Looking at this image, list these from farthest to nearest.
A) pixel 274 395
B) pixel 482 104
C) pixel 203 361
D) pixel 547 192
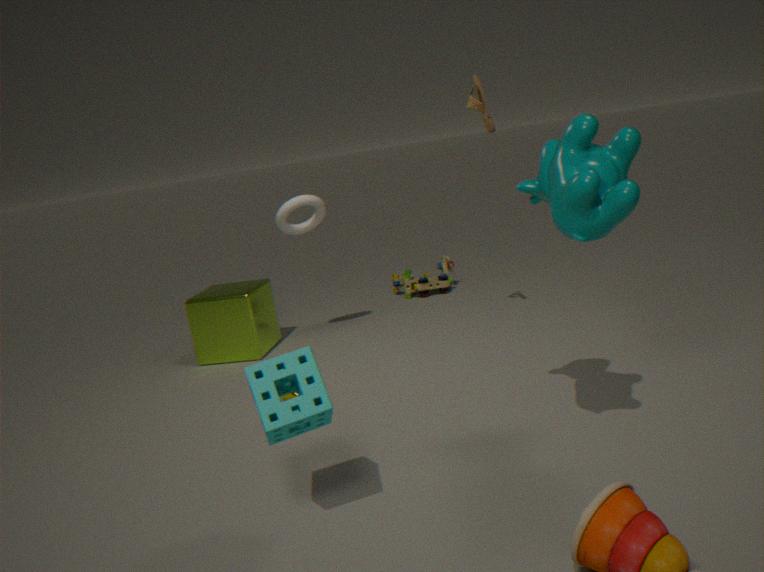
C. pixel 203 361
B. pixel 482 104
D. pixel 547 192
A. pixel 274 395
